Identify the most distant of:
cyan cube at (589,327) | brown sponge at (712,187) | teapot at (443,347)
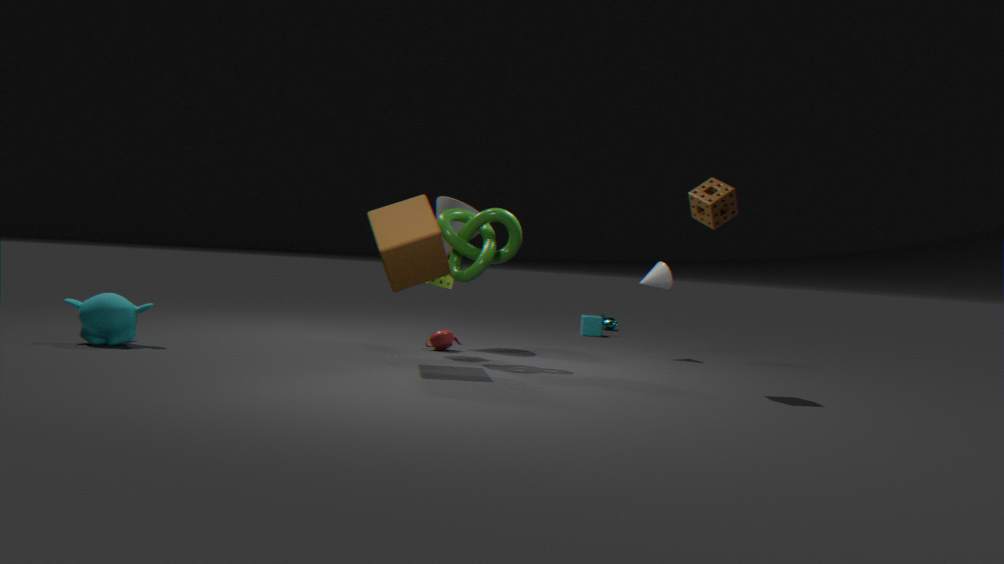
cyan cube at (589,327)
